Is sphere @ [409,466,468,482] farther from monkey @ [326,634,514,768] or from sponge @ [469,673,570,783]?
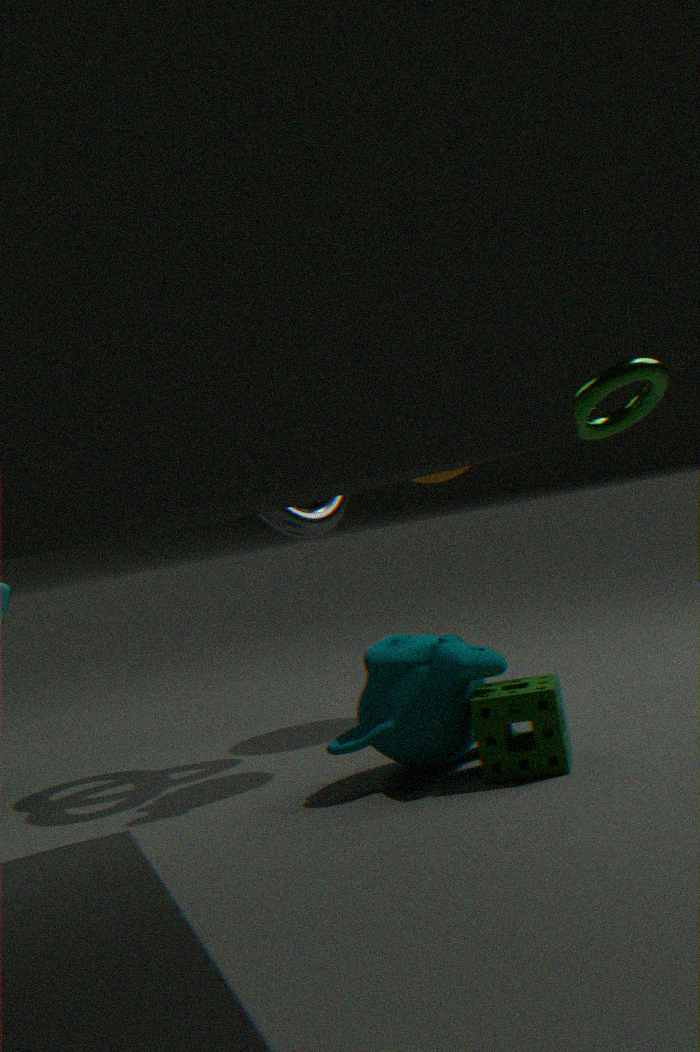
sponge @ [469,673,570,783]
